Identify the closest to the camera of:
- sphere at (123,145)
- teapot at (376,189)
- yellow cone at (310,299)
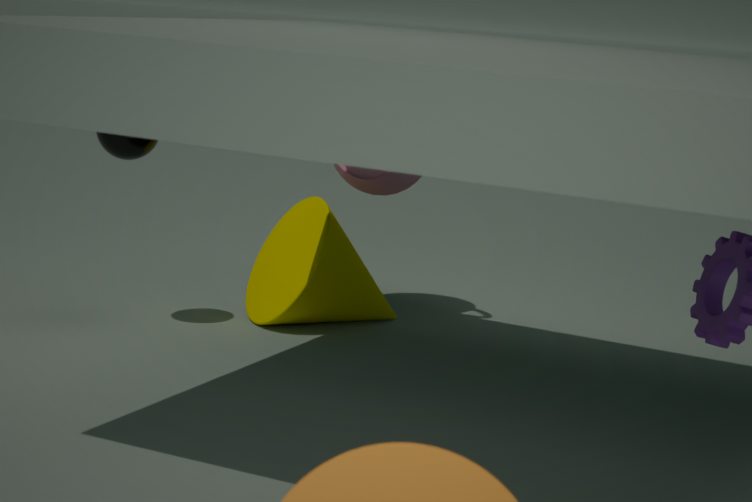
sphere at (123,145)
